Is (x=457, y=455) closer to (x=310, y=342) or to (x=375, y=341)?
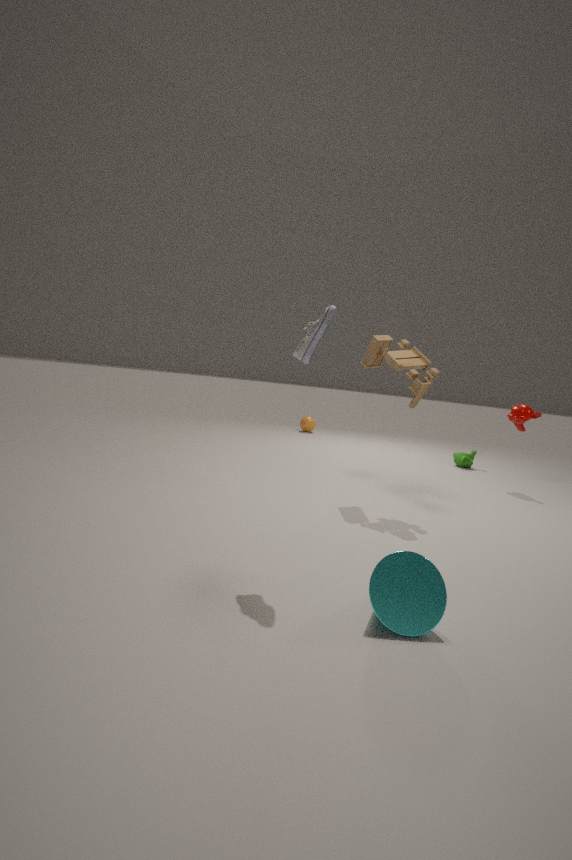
(x=375, y=341)
